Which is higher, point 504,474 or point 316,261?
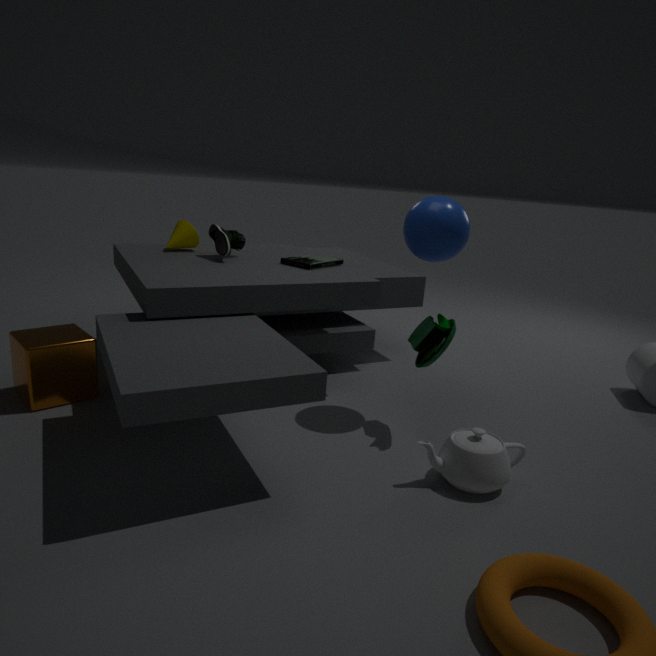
point 316,261
